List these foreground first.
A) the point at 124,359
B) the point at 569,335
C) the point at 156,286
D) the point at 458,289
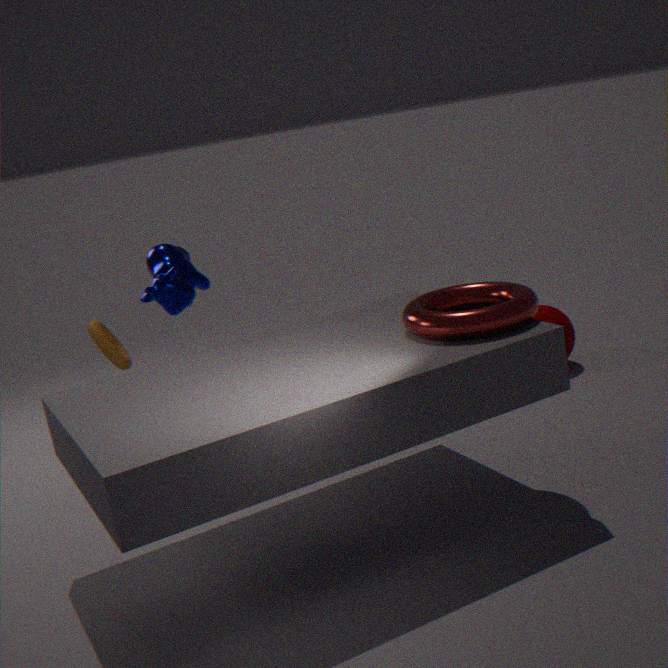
the point at 458,289 < the point at 124,359 < the point at 156,286 < the point at 569,335
